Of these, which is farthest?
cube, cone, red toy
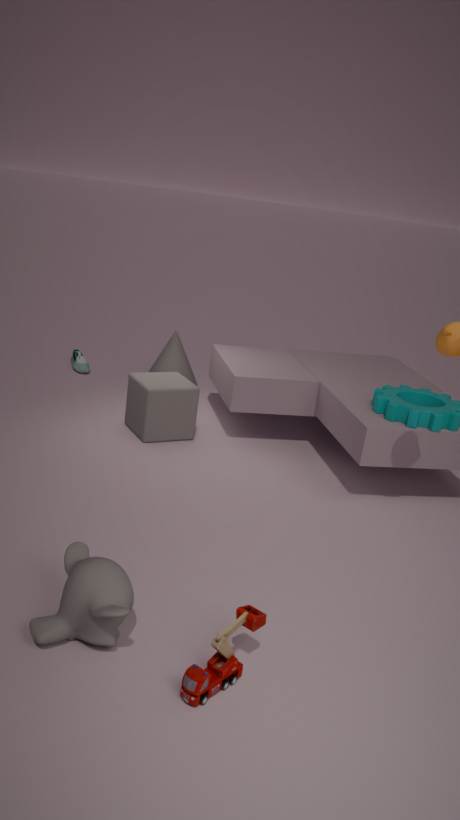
cone
